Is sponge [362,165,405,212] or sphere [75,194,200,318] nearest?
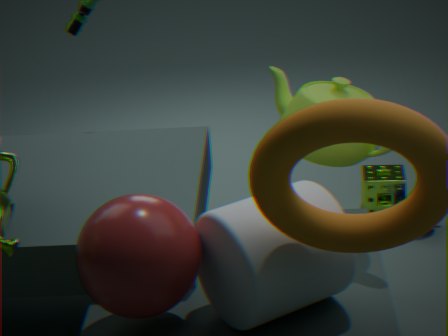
sphere [75,194,200,318]
